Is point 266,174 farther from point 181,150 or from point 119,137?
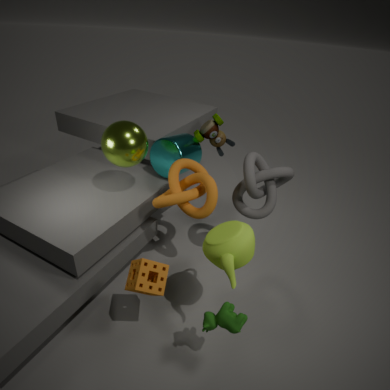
point 119,137
